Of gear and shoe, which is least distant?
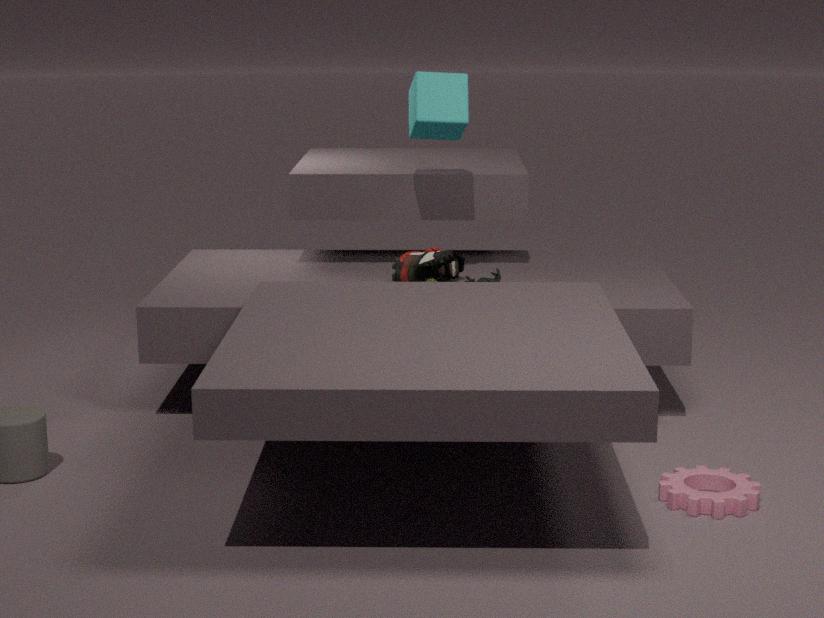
gear
